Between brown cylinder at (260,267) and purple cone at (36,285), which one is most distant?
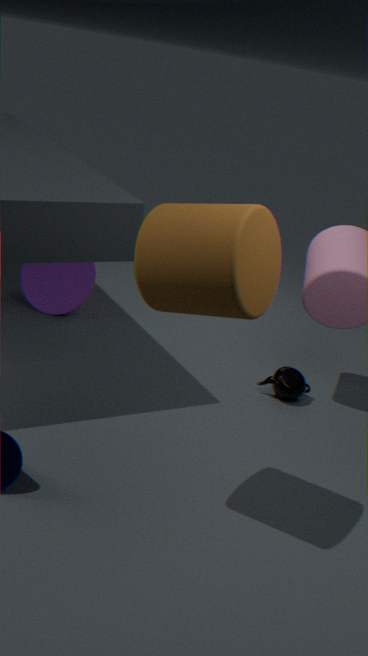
purple cone at (36,285)
